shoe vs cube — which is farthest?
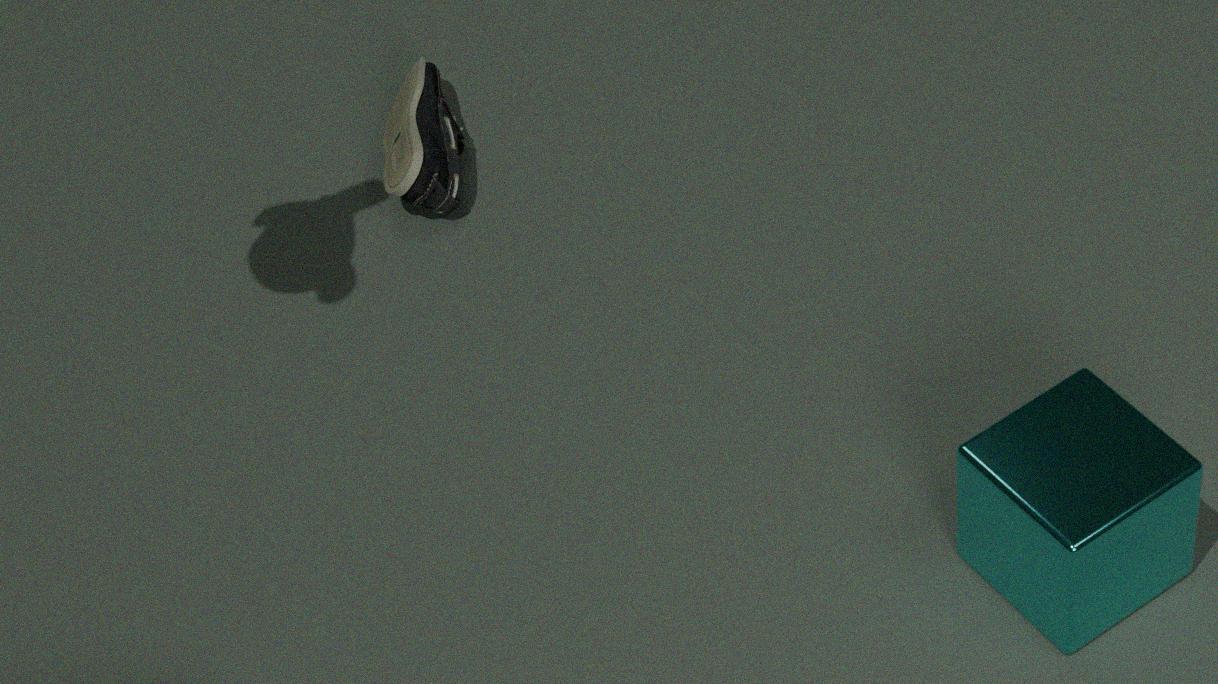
shoe
